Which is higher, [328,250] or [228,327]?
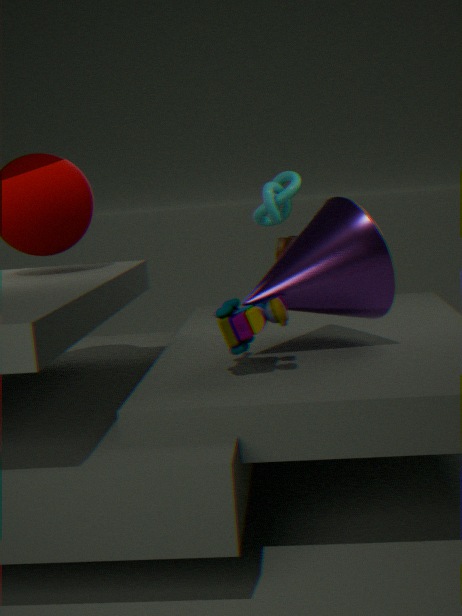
[328,250]
